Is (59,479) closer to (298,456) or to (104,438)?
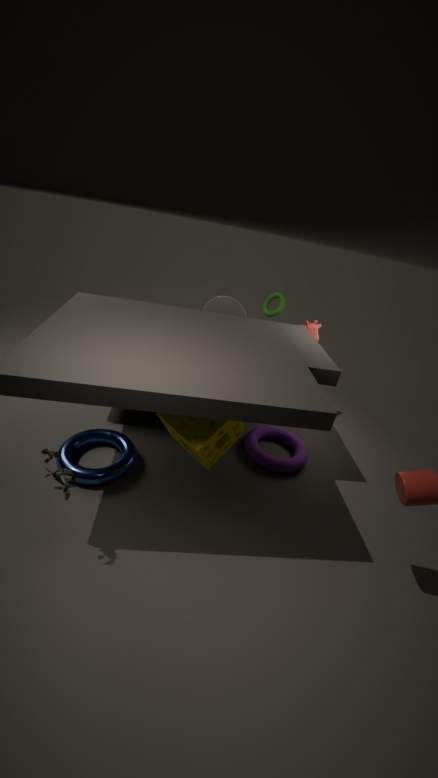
(104,438)
